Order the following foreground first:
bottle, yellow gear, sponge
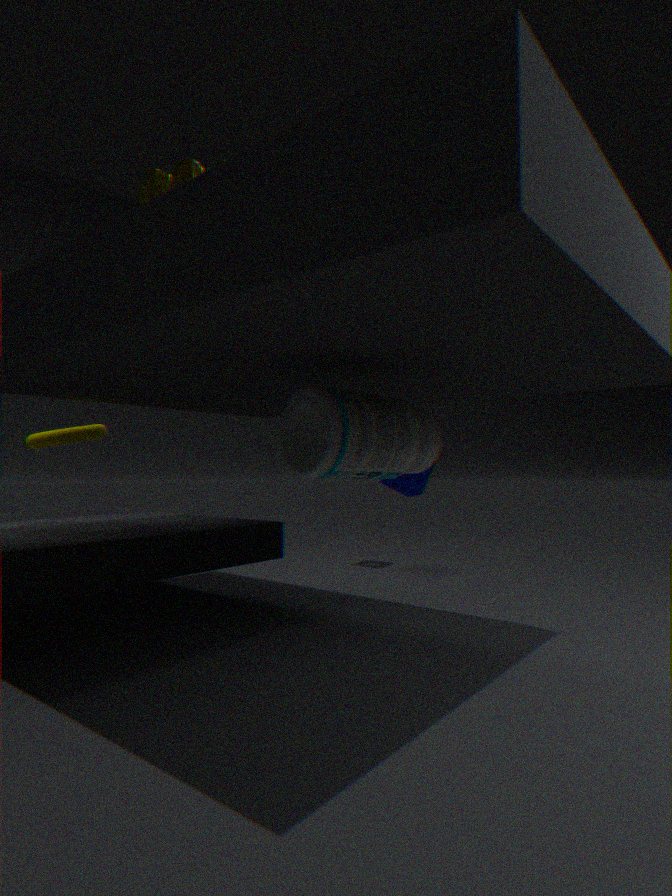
yellow gear, bottle, sponge
